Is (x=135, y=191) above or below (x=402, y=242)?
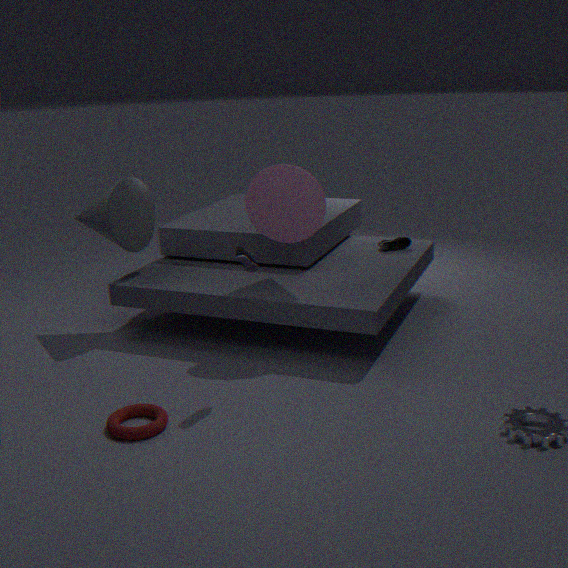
above
